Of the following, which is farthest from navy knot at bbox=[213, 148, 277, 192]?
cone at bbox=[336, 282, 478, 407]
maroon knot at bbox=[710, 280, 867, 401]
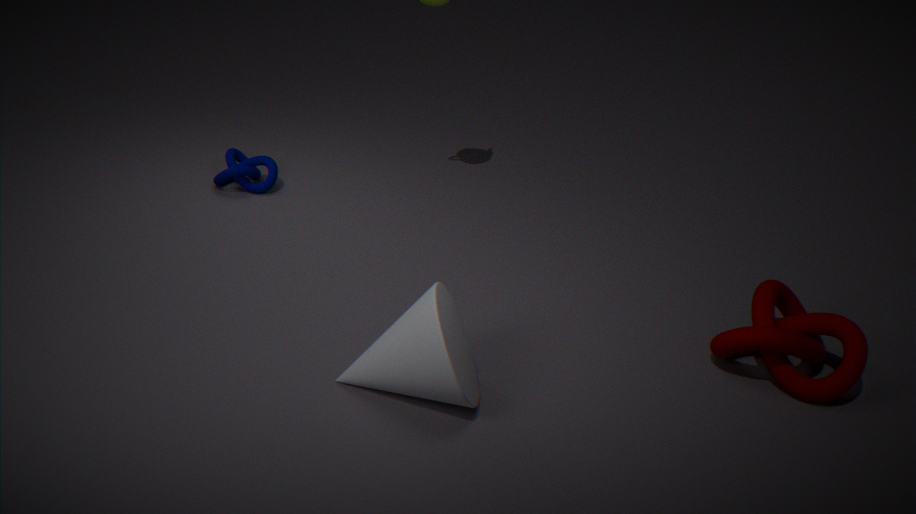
maroon knot at bbox=[710, 280, 867, 401]
